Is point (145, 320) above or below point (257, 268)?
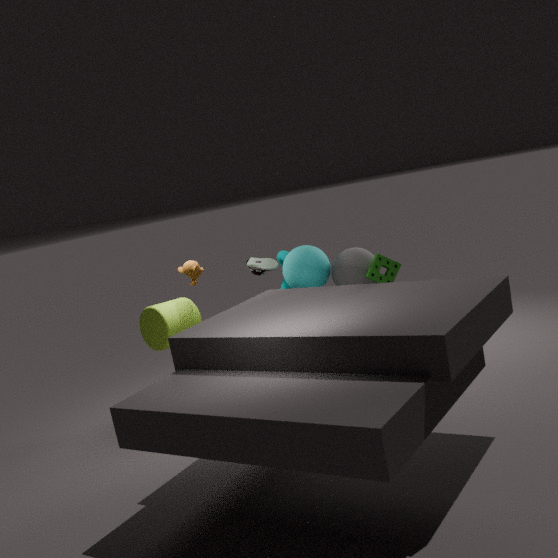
below
